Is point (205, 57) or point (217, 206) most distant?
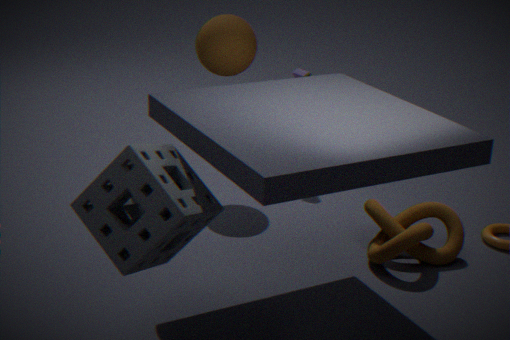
point (205, 57)
